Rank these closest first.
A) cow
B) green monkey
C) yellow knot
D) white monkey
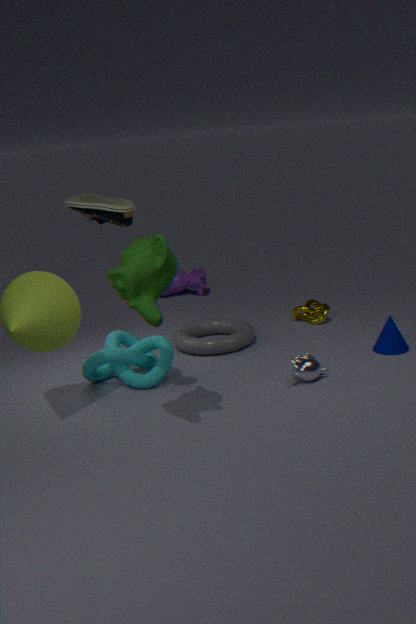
green monkey, white monkey, yellow knot, cow
